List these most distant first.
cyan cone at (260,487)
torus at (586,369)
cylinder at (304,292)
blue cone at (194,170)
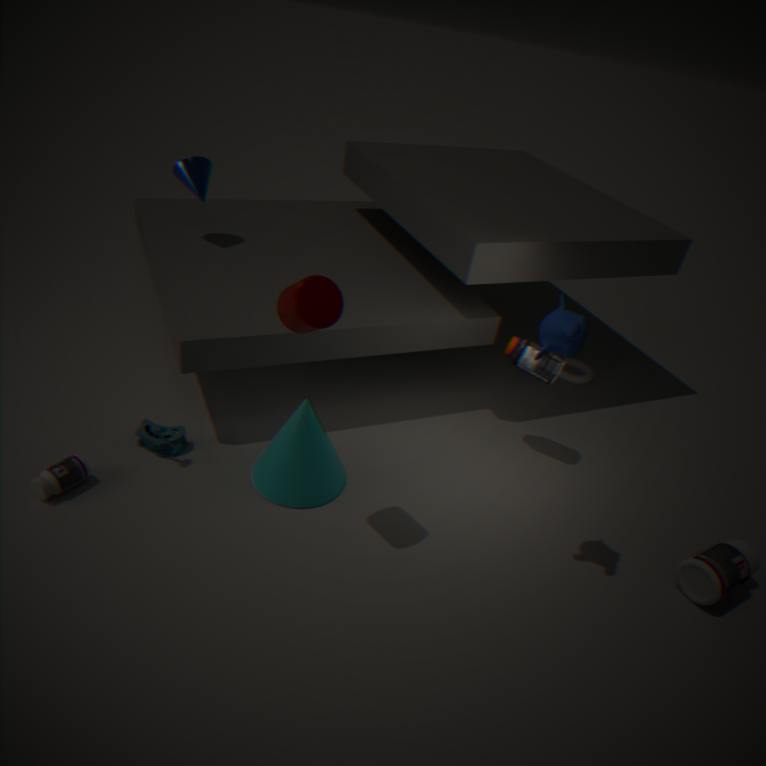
torus at (586,369) → blue cone at (194,170) → cyan cone at (260,487) → cylinder at (304,292)
